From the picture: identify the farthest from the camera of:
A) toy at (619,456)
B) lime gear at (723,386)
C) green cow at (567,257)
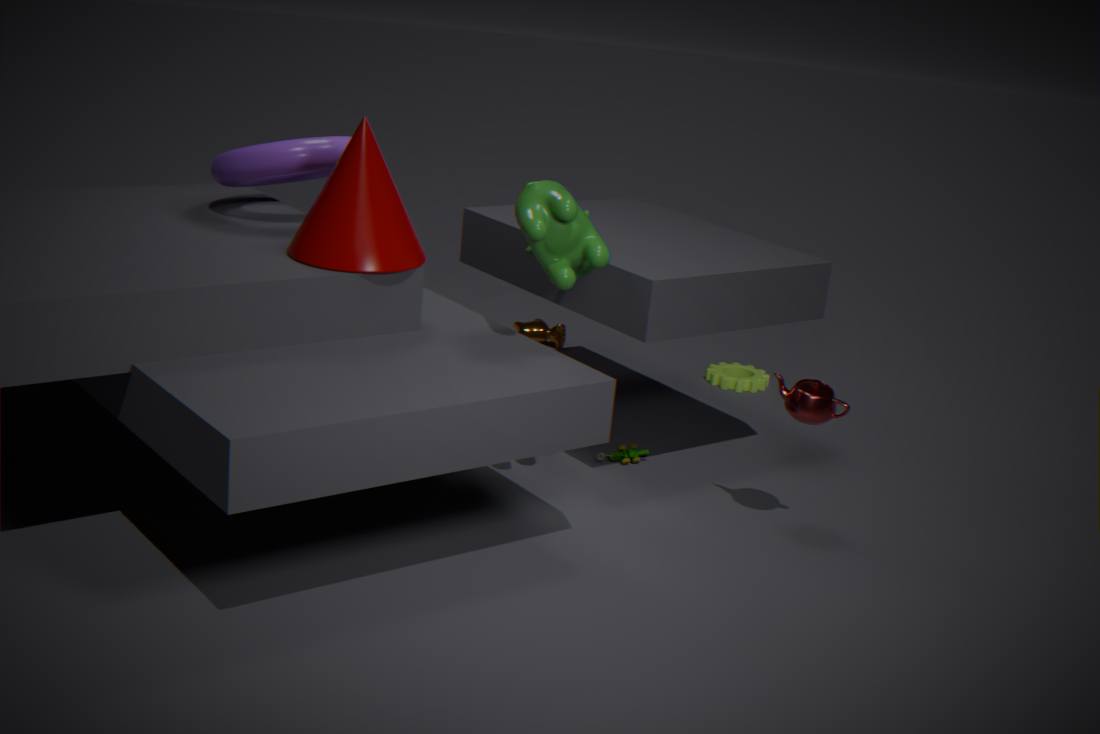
lime gear at (723,386)
